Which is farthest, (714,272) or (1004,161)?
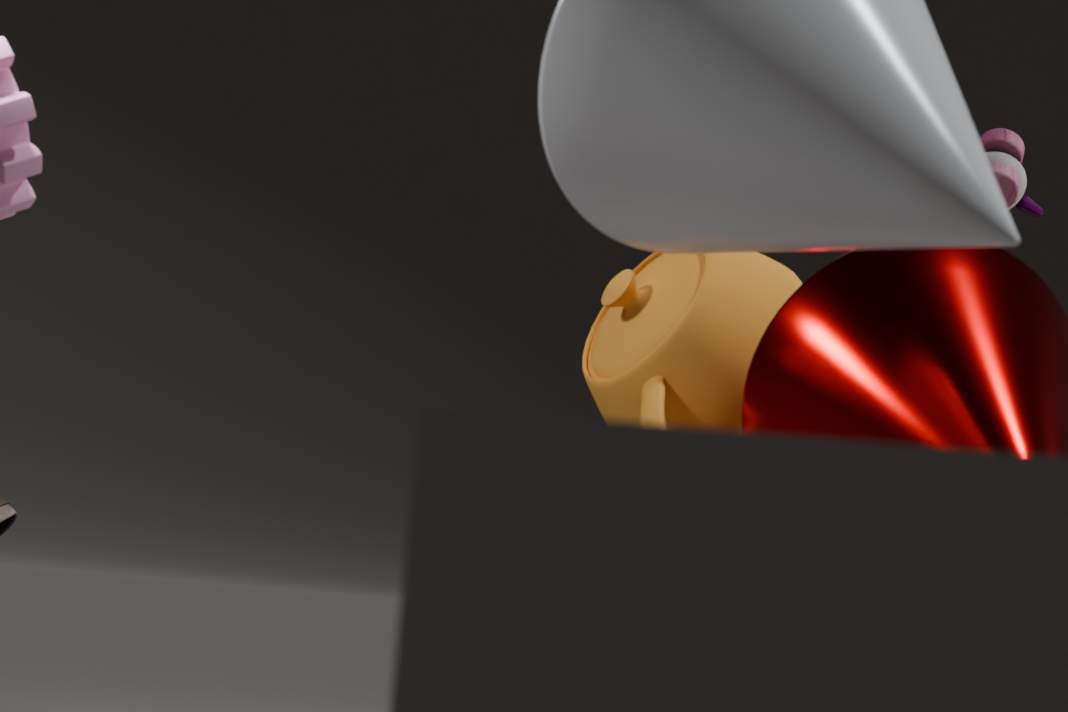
(1004,161)
